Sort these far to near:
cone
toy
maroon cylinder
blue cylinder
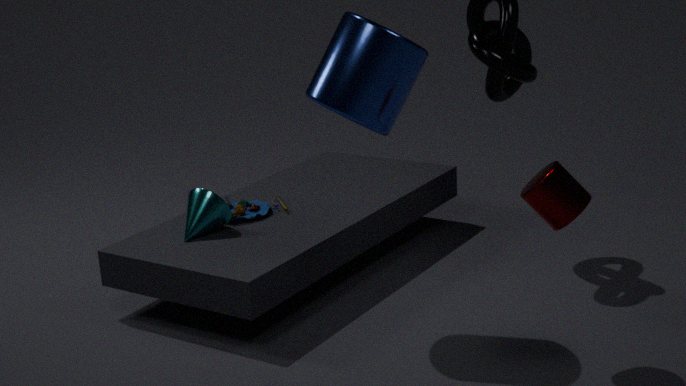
toy → cone → blue cylinder → maroon cylinder
